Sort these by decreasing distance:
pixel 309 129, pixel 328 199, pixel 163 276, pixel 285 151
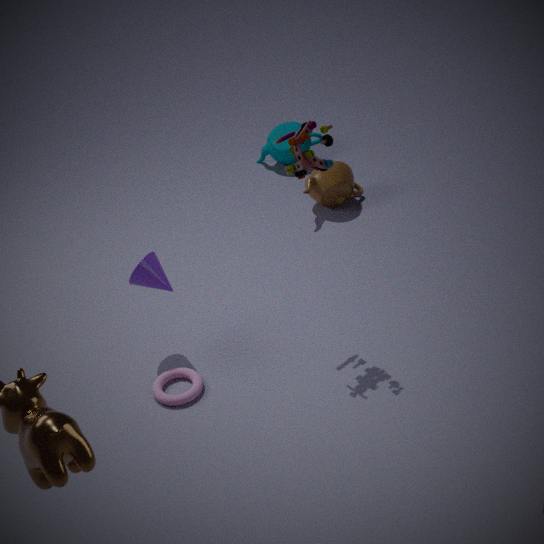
pixel 285 151, pixel 328 199, pixel 163 276, pixel 309 129
